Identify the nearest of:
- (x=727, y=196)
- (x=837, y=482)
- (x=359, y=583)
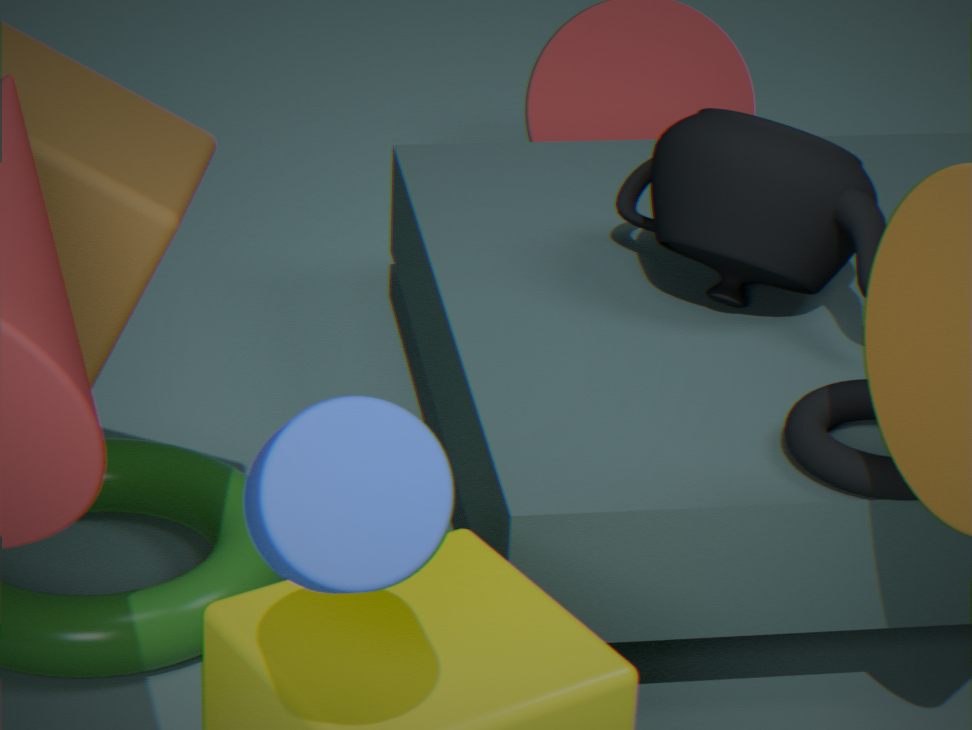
(x=359, y=583)
